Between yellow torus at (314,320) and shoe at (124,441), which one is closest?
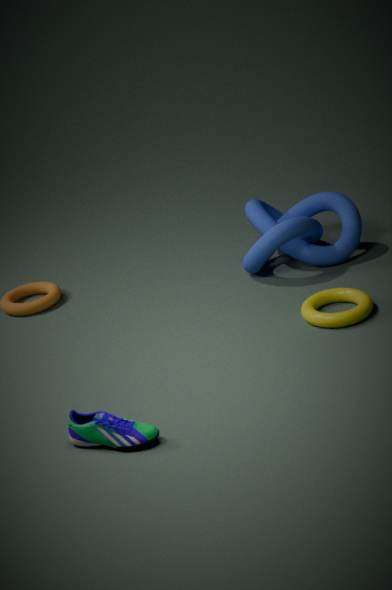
shoe at (124,441)
